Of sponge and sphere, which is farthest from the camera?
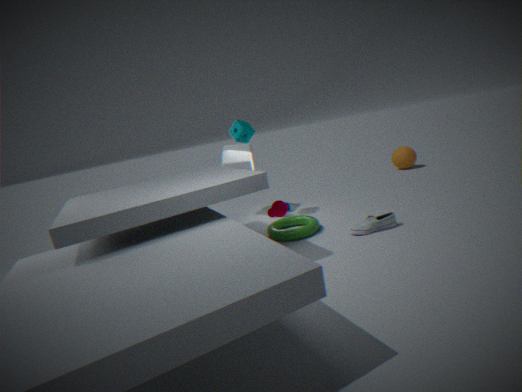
sphere
